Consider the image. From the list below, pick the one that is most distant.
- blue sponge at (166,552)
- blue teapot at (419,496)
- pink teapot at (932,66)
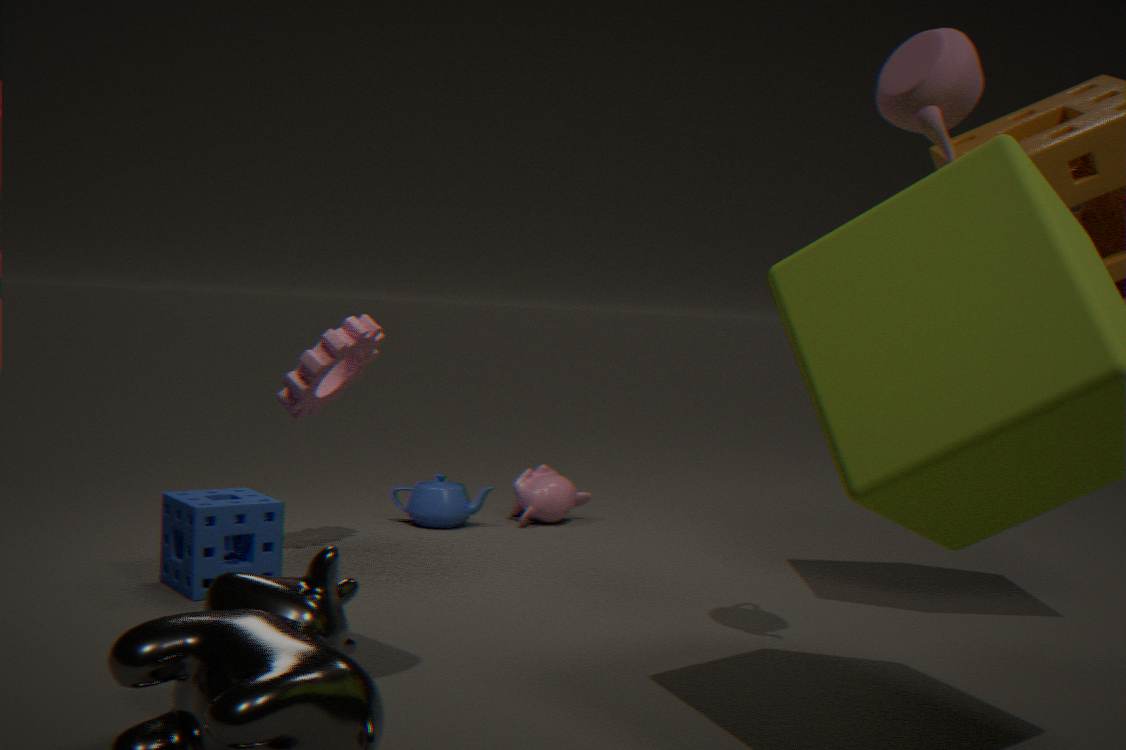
blue teapot at (419,496)
